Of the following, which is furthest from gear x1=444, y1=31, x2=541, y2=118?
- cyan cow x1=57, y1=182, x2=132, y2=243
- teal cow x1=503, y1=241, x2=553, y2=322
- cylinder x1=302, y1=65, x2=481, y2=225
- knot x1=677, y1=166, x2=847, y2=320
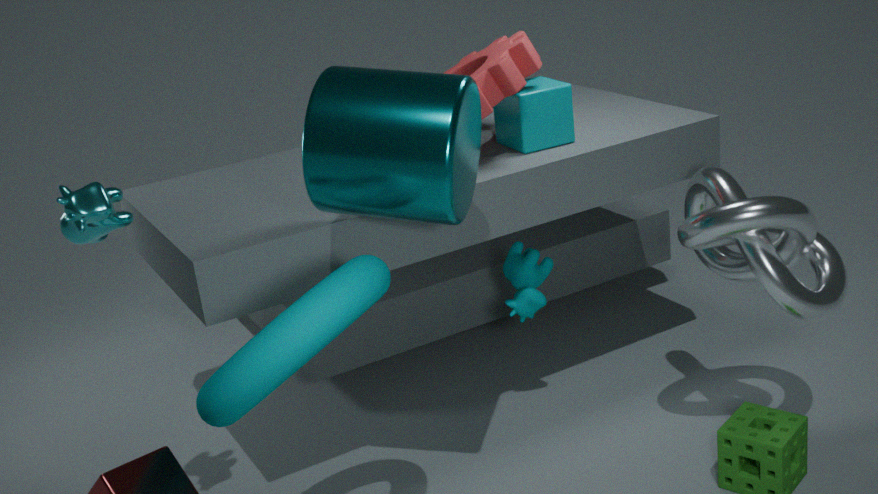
cyan cow x1=57, y1=182, x2=132, y2=243
